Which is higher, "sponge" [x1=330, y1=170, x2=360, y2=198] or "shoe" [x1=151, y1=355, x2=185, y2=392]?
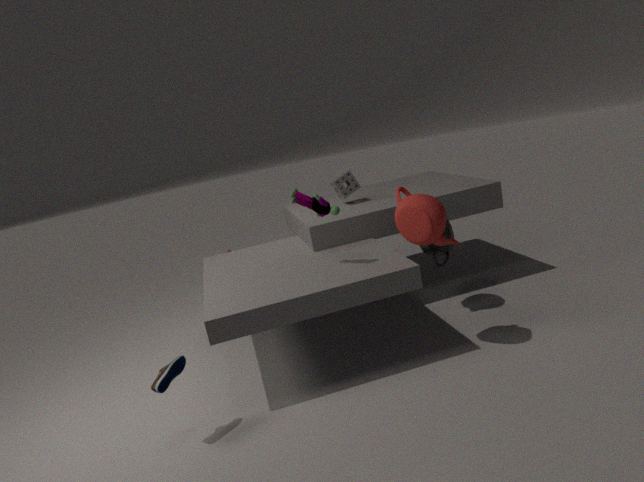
"sponge" [x1=330, y1=170, x2=360, y2=198]
